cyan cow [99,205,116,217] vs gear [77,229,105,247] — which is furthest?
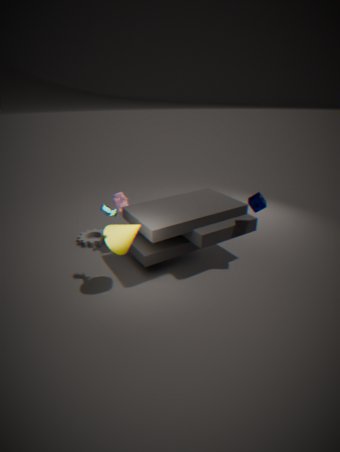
gear [77,229,105,247]
